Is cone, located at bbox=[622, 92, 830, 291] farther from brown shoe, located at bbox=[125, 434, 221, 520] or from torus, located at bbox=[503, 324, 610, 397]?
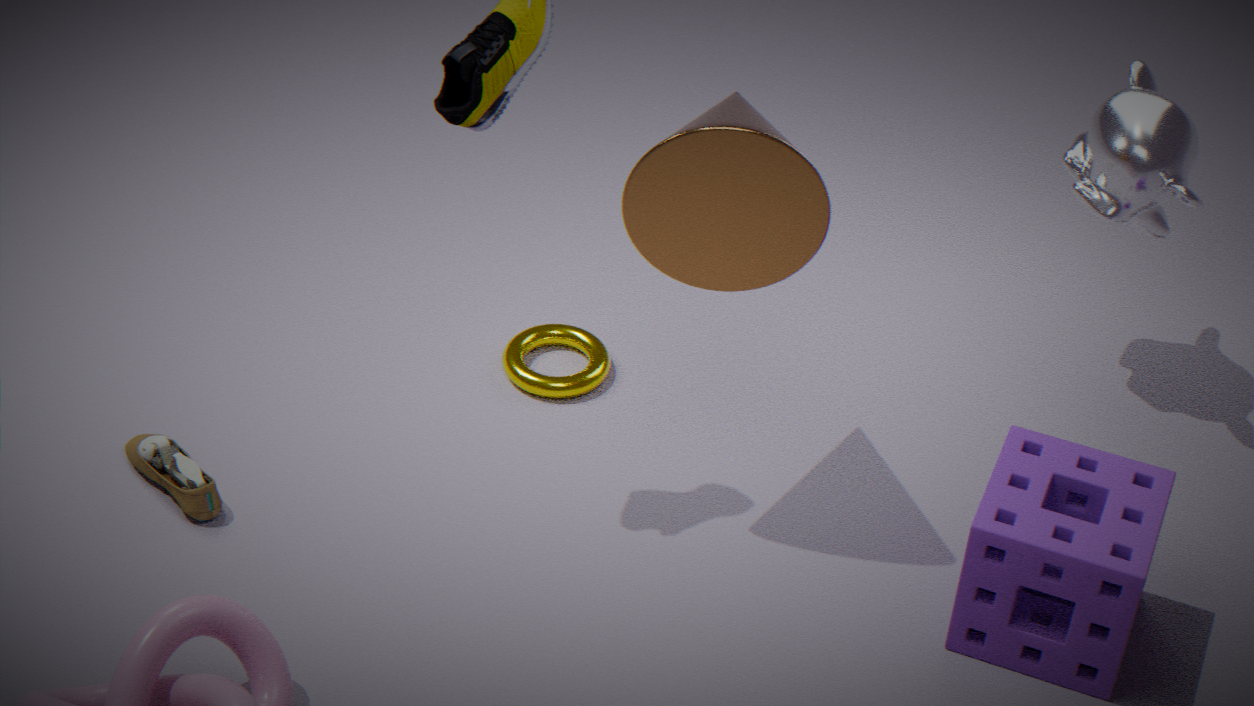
brown shoe, located at bbox=[125, 434, 221, 520]
